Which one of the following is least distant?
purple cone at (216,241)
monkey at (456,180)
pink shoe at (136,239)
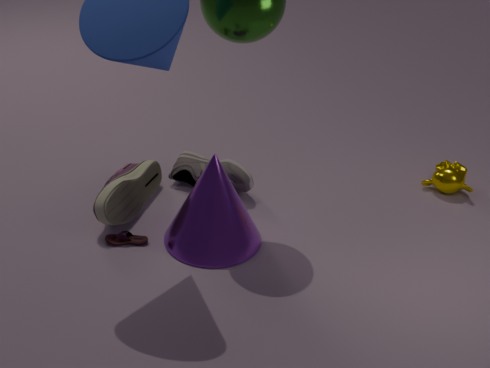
purple cone at (216,241)
